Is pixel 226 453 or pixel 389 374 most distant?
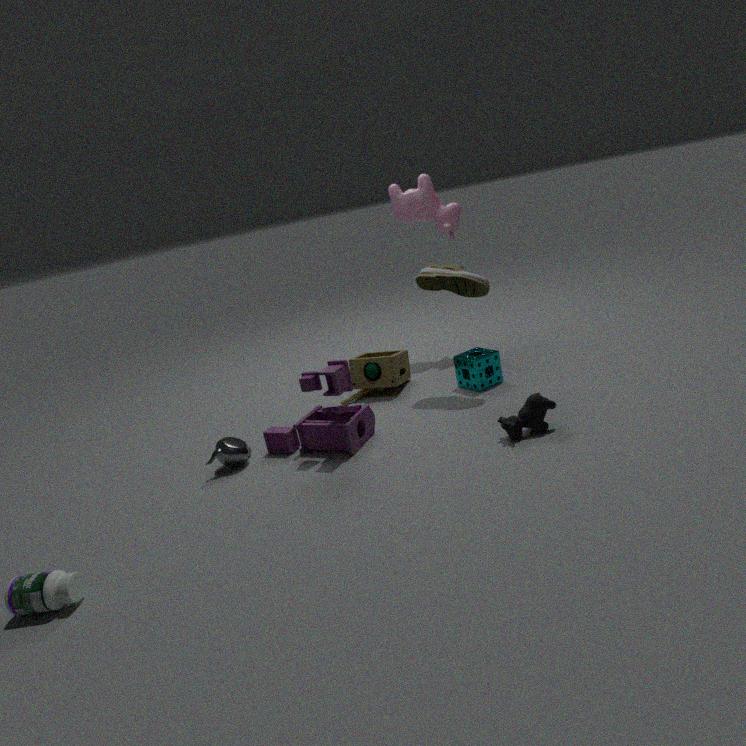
pixel 389 374
